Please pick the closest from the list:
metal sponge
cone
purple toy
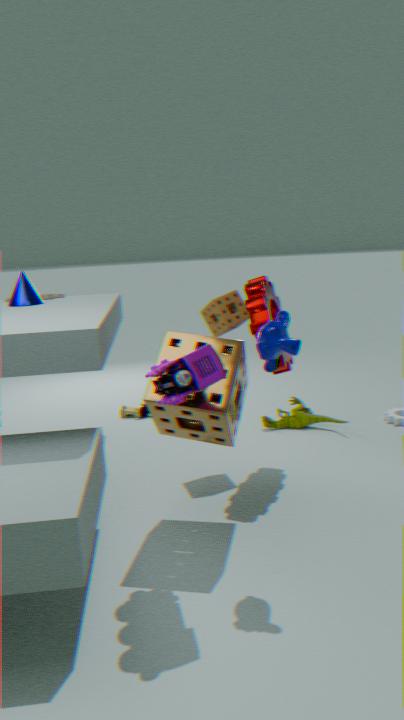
purple toy
